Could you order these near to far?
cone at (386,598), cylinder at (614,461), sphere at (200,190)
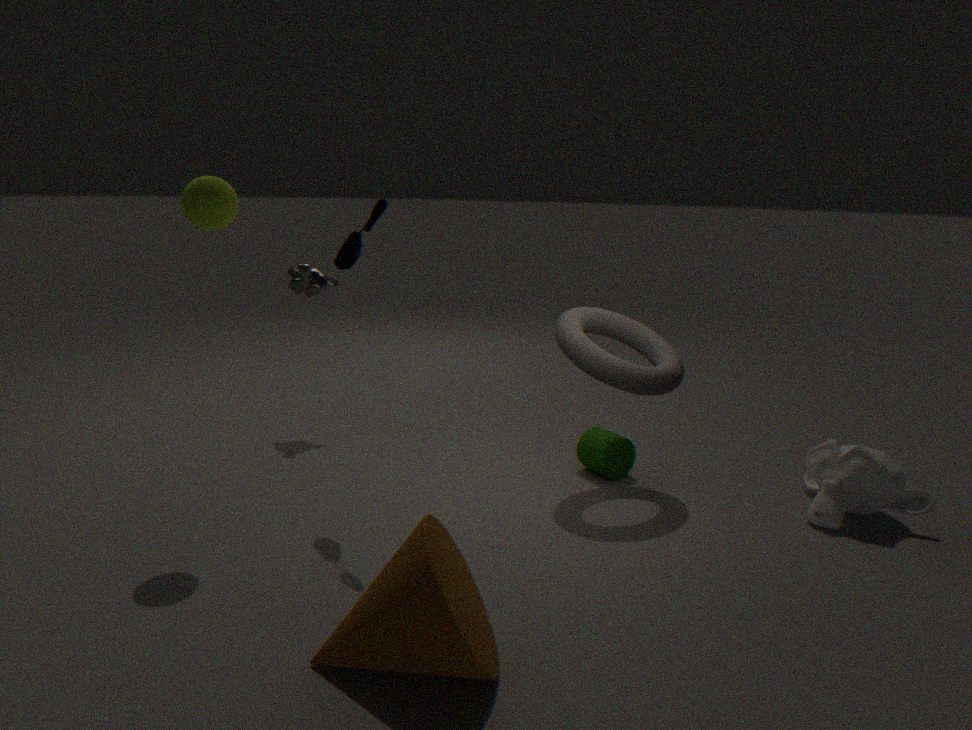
cone at (386,598) < sphere at (200,190) < cylinder at (614,461)
